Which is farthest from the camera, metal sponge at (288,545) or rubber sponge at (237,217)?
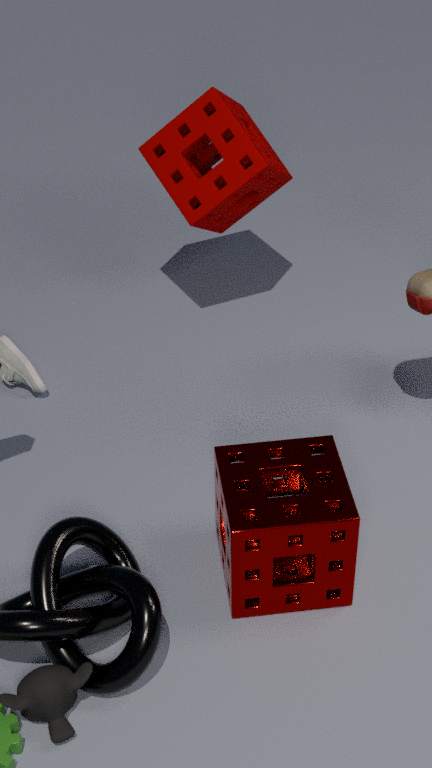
rubber sponge at (237,217)
